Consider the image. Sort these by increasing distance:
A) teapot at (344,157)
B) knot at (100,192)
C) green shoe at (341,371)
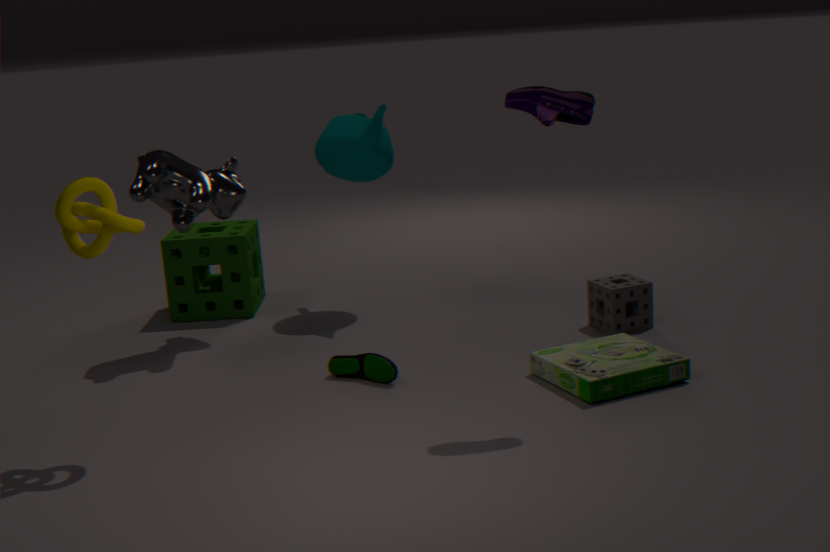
knot at (100,192) → green shoe at (341,371) → teapot at (344,157)
